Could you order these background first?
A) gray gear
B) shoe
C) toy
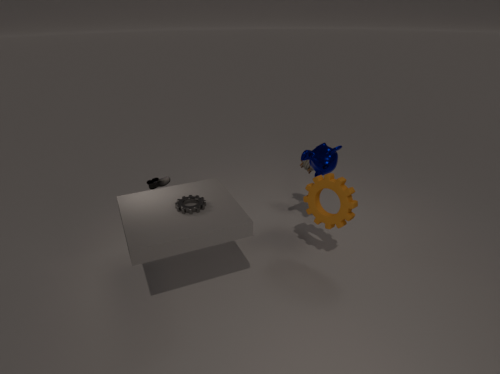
toy, shoe, gray gear
